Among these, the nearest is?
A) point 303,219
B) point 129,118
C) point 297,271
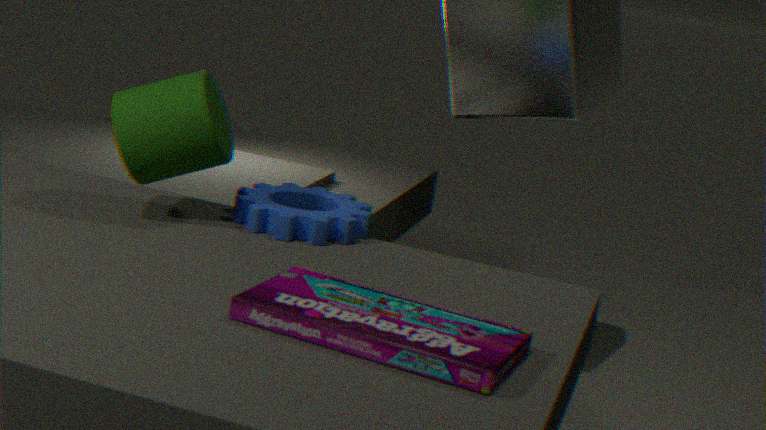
point 297,271
